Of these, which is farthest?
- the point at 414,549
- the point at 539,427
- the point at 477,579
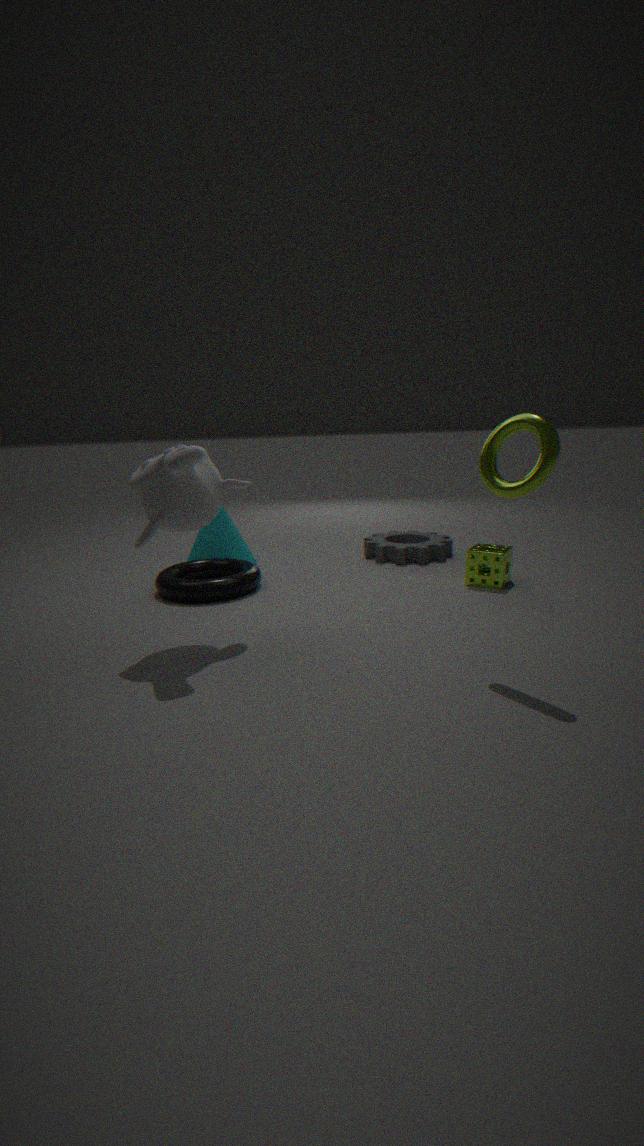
the point at 414,549
